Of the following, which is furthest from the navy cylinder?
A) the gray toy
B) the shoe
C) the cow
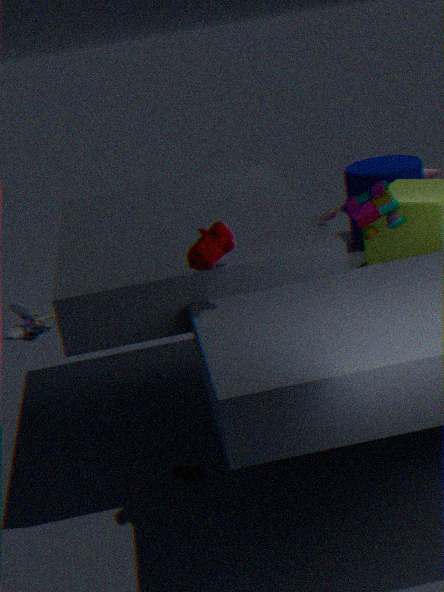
the gray toy
